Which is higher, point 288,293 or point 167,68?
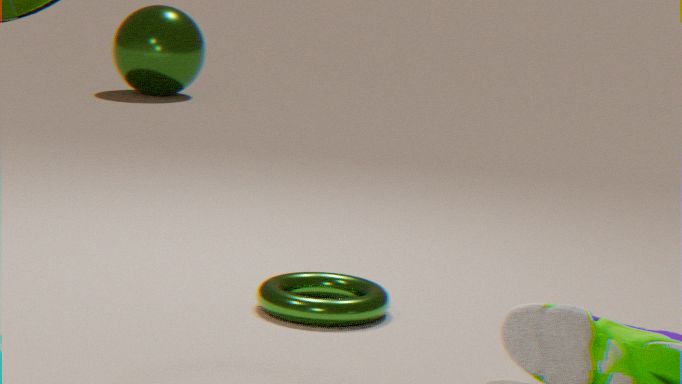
point 167,68
